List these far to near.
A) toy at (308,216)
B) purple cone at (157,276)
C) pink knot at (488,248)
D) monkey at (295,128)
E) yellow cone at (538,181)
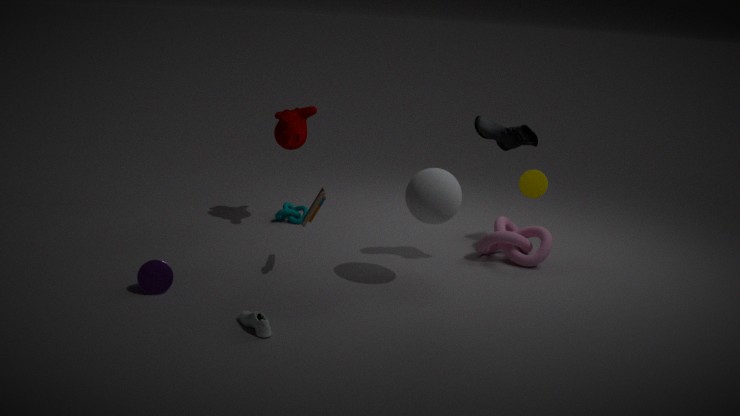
yellow cone at (538,181), monkey at (295,128), pink knot at (488,248), toy at (308,216), purple cone at (157,276)
